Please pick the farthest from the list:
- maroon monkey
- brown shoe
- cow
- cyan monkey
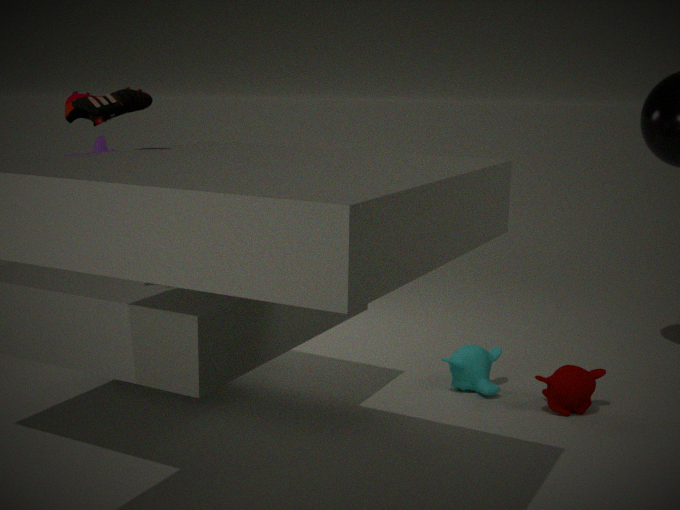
cow
